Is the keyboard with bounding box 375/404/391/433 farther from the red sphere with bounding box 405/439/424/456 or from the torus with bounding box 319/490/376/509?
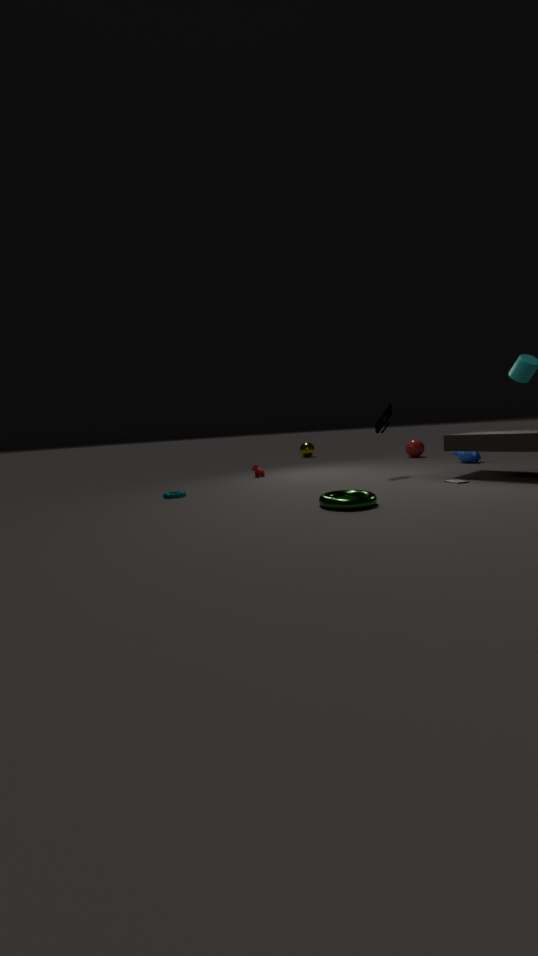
the red sphere with bounding box 405/439/424/456
